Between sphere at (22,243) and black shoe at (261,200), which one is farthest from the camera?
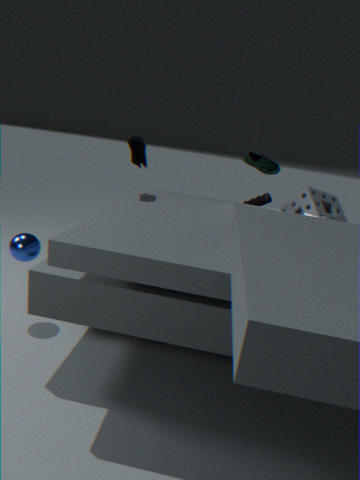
black shoe at (261,200)
